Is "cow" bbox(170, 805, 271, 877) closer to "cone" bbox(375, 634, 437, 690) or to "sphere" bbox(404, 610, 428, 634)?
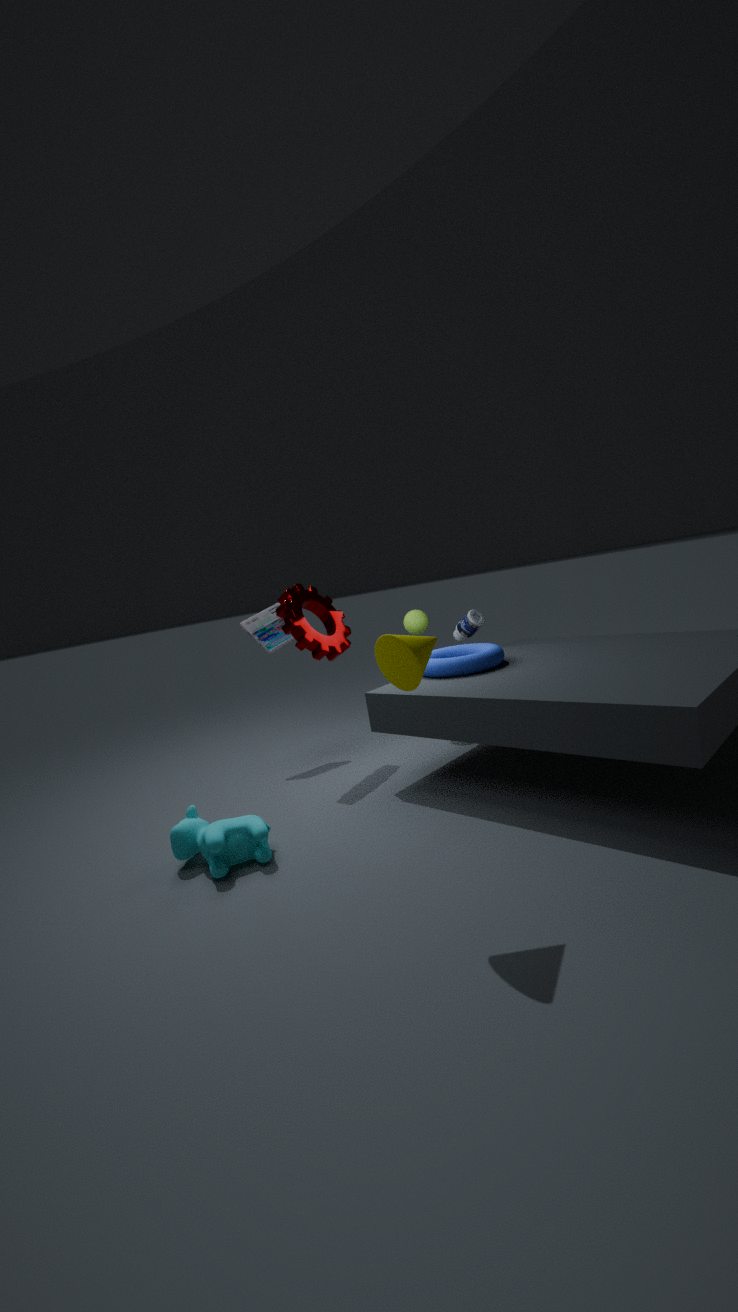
"cone" bbox(375, 634, 437, 690)
